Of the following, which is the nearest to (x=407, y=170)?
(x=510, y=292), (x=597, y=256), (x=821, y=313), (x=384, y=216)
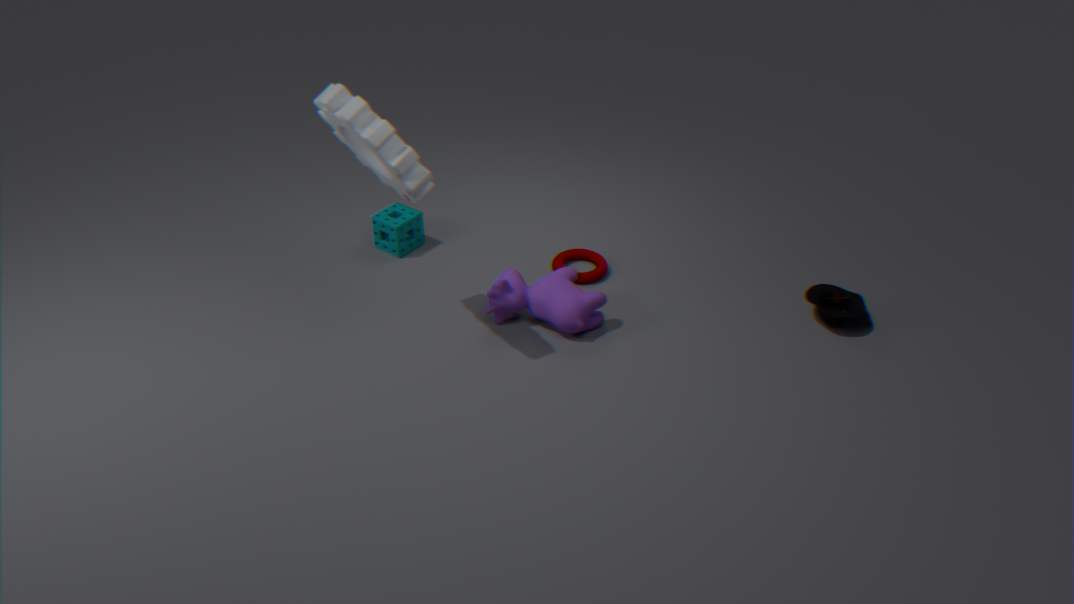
(x=510, y=292)
